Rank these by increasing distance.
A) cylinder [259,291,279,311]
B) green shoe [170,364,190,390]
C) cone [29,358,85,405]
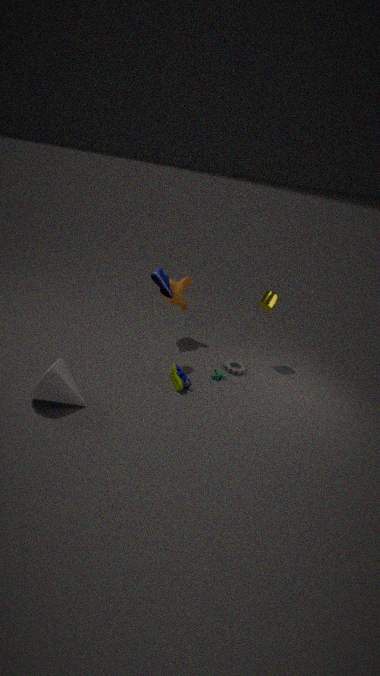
C. cone [29,358,85,405], B. green shoe [170,364,190,390], A. cylinder [259,291,279,311]
